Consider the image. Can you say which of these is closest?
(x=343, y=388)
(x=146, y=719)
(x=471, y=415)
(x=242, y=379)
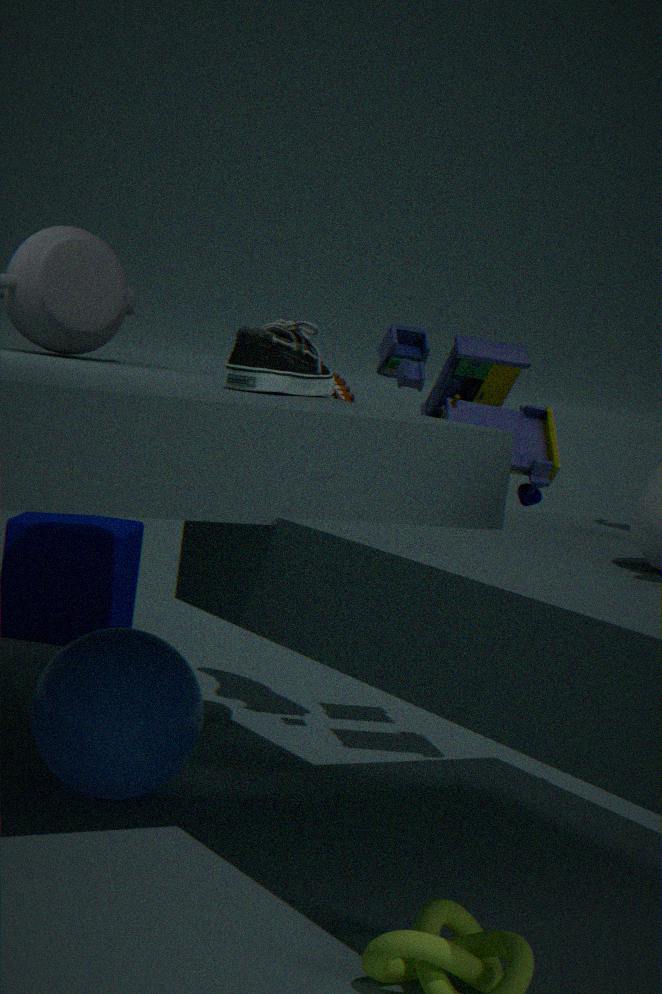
(x=146, y=719)
